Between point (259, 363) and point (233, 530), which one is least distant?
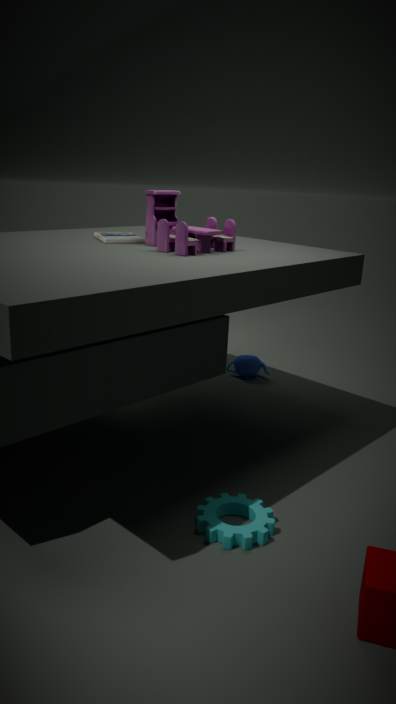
point (233, 530)
